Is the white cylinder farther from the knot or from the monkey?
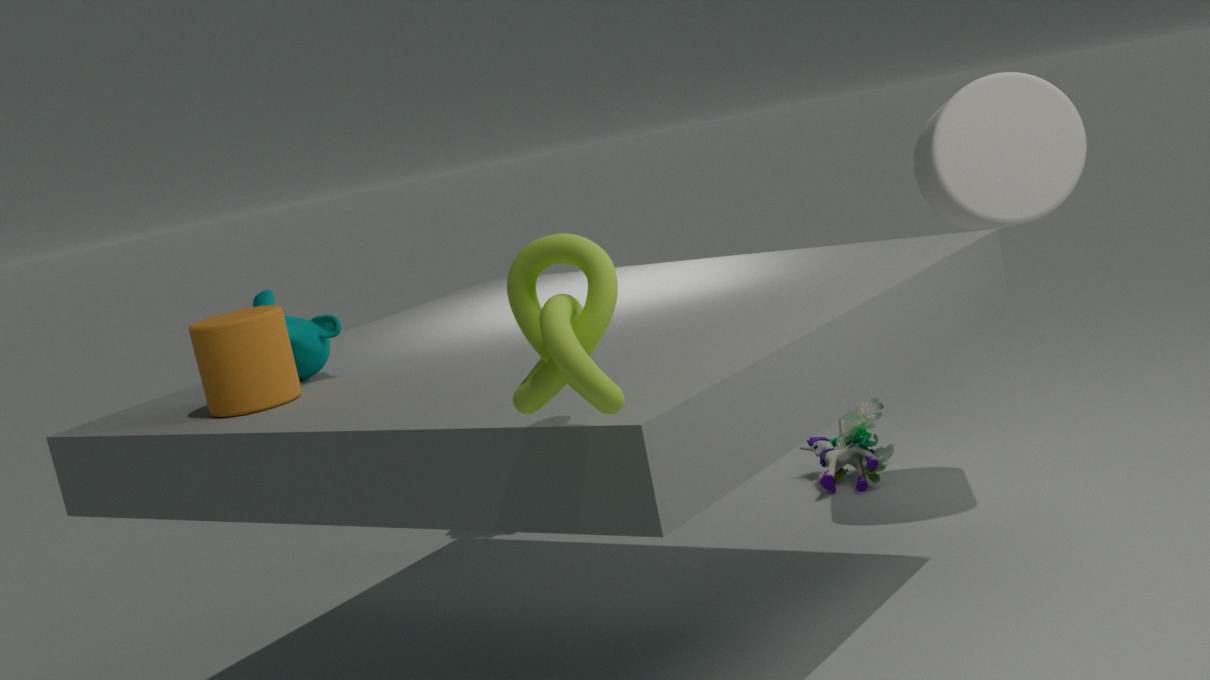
the knot
